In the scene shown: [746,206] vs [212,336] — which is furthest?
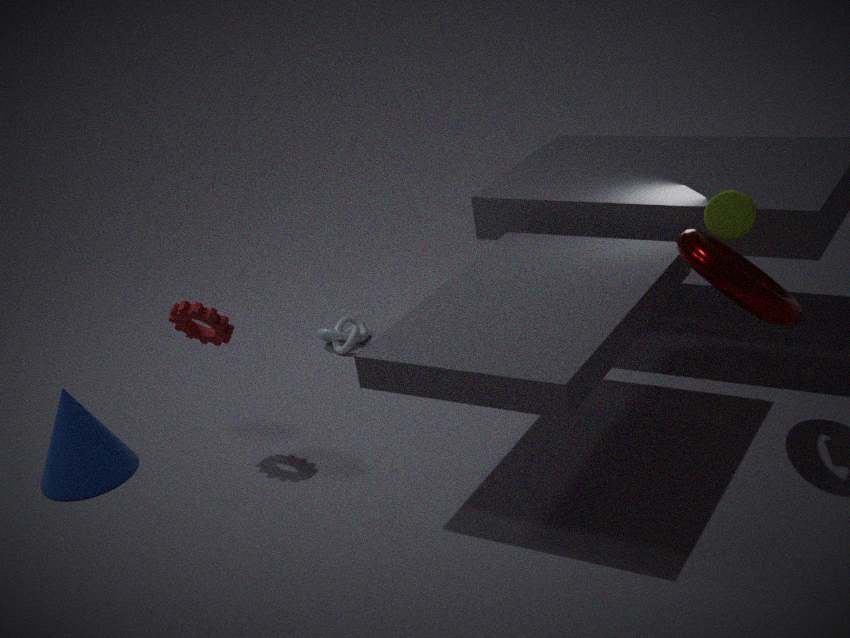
[212,336]
